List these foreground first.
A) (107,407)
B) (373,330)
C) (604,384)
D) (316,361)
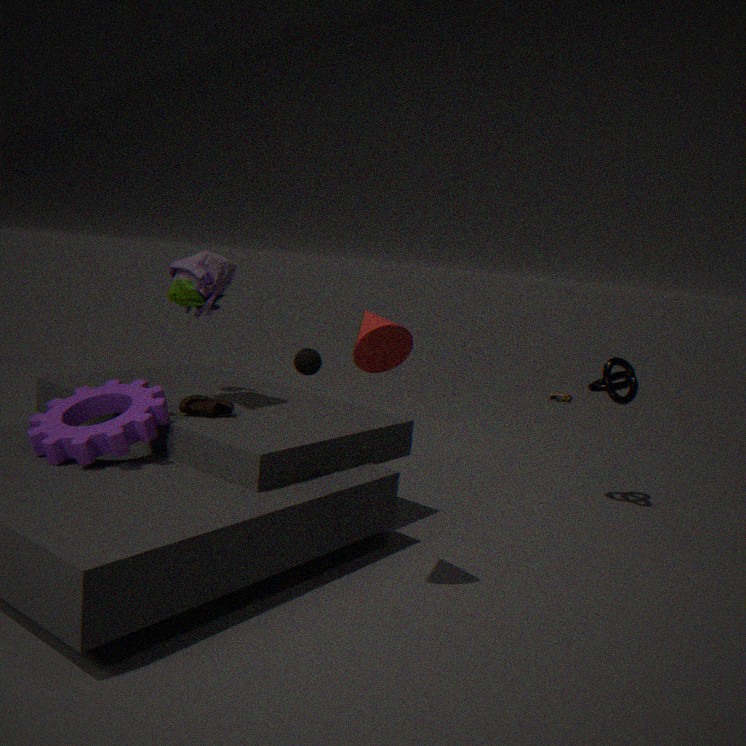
(373,330), (107,407), (604,384), (316,361)
